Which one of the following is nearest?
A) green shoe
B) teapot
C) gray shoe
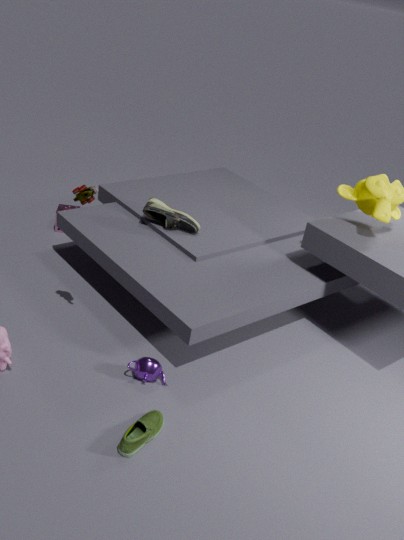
A. green shoe
